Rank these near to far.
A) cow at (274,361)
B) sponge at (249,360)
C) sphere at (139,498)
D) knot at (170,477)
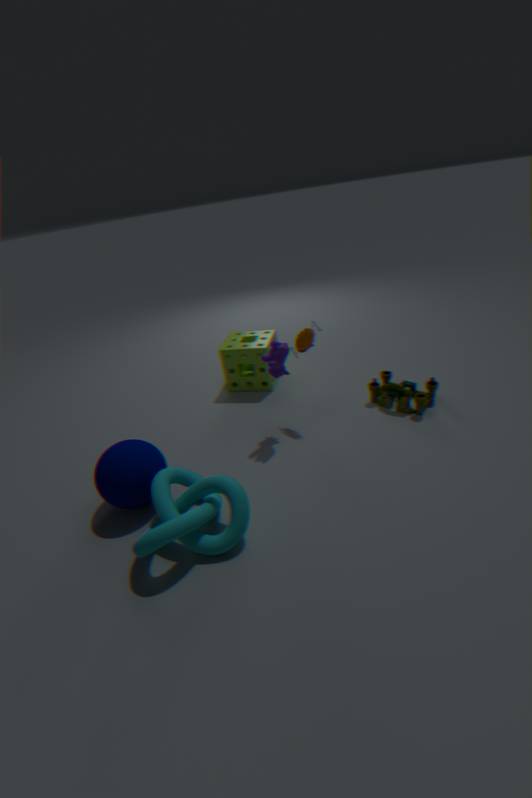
1. knot at (170,477)
2. sphere at (139,498)
3. cow at (274,361)
4. sponge at (249,360)
